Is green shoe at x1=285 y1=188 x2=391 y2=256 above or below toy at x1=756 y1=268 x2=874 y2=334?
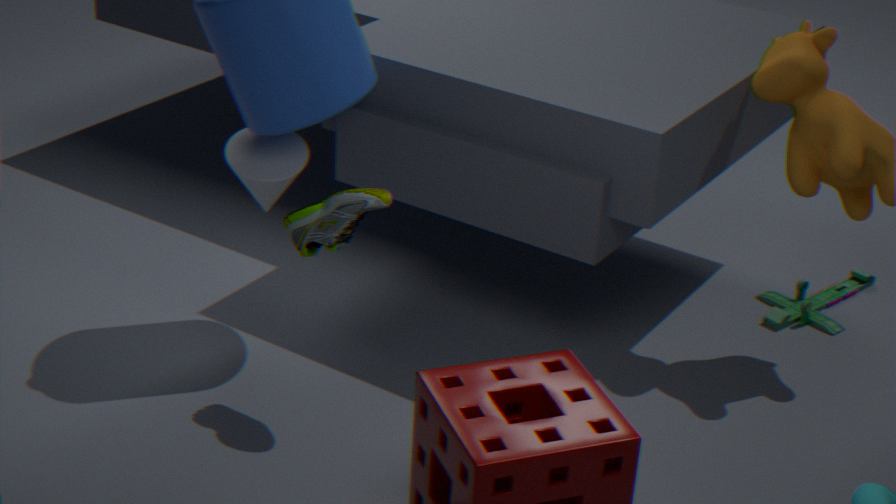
above
